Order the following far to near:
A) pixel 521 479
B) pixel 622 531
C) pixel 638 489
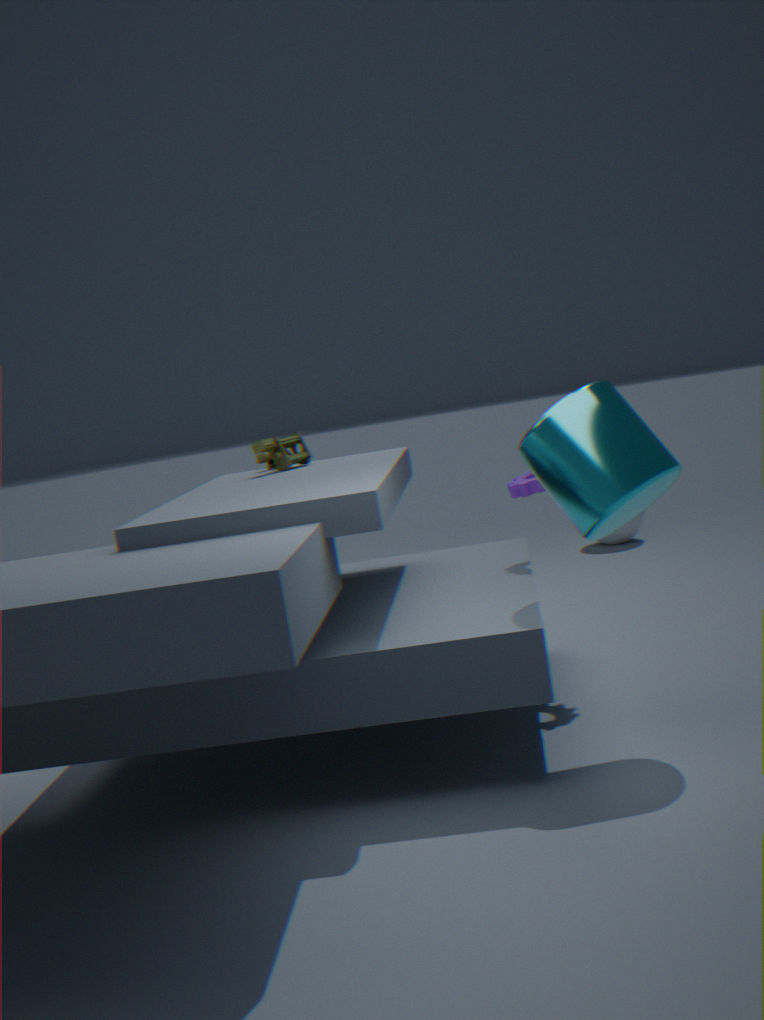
pixel 622 531 → pixel 521 479 → pixel 638 489
